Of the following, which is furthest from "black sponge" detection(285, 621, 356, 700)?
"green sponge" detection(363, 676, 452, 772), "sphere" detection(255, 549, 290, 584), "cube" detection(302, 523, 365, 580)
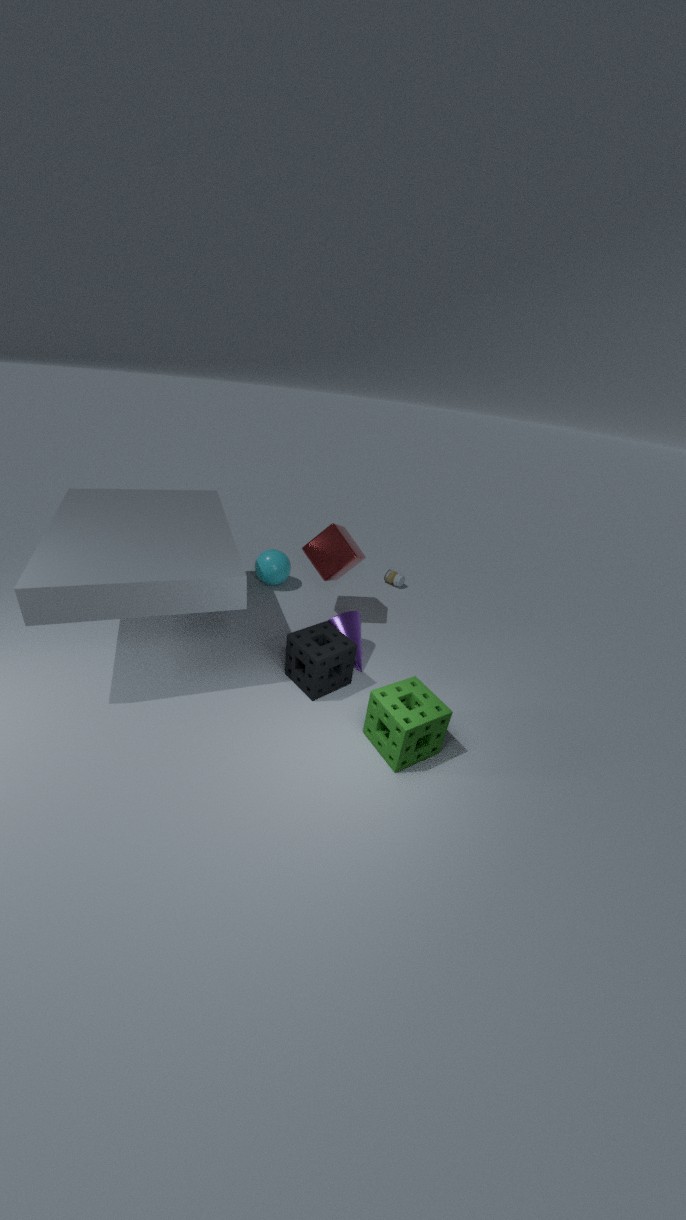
"sphere" detection(255, 549, 290, 584)
